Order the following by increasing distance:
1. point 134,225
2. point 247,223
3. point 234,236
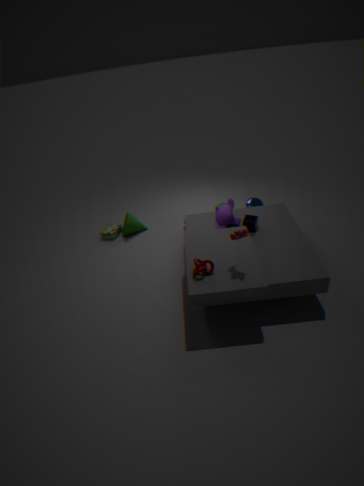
point 234,236
point 247,223
point 134,225
